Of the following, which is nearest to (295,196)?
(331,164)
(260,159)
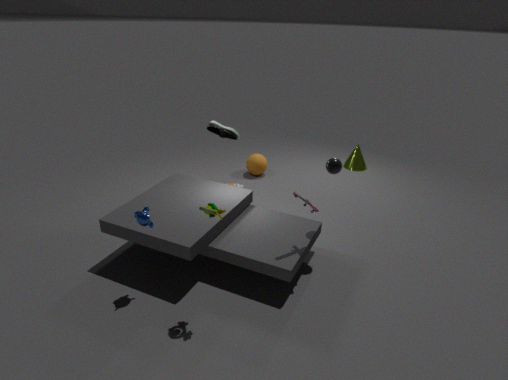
(331,164)
